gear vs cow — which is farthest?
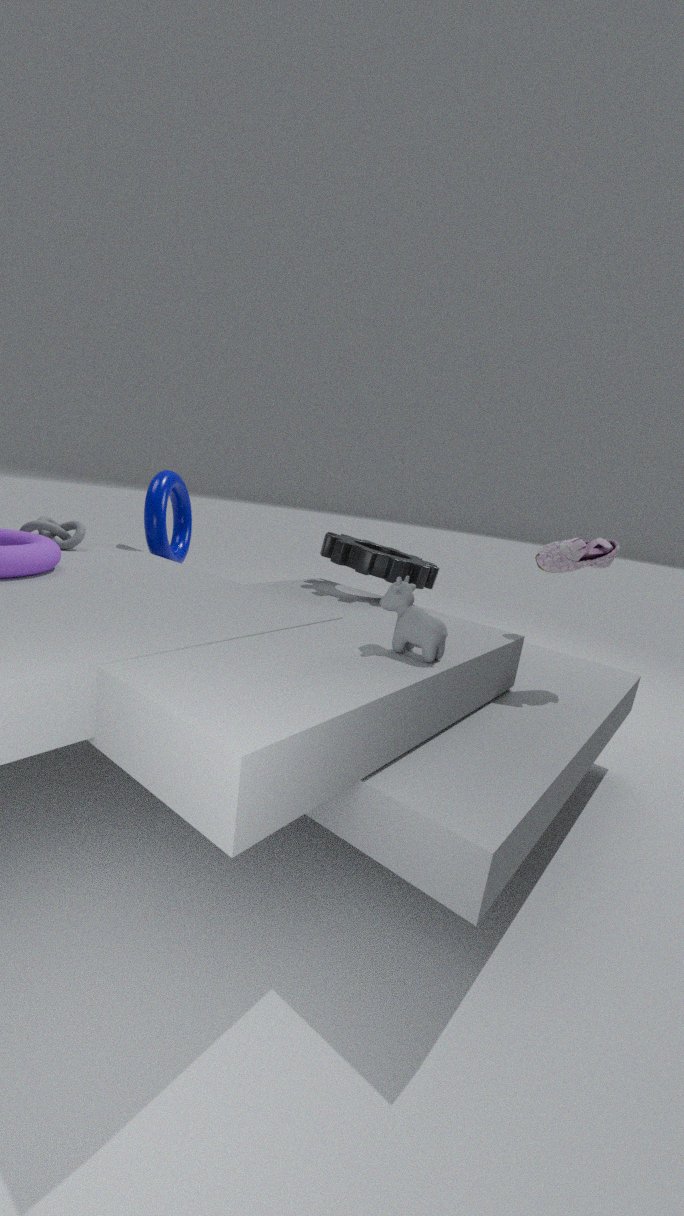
gear
